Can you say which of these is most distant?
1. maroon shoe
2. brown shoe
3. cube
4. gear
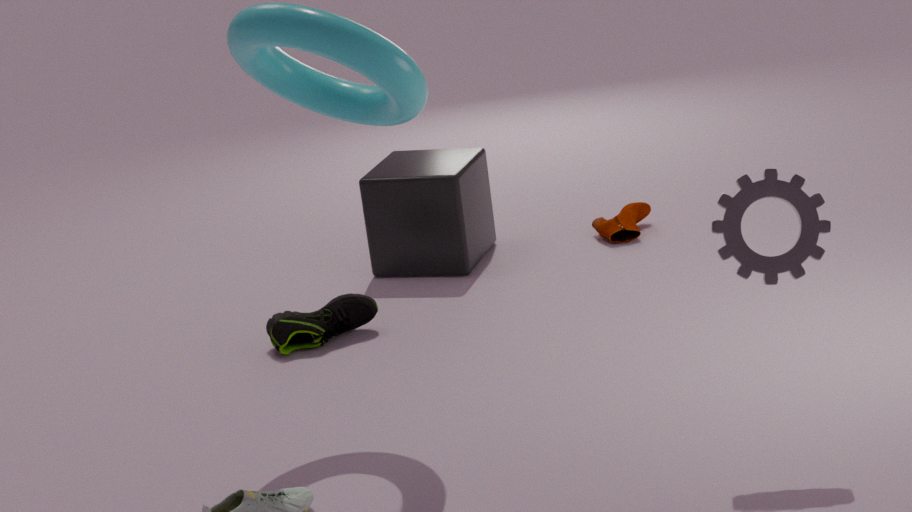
maroon shoe
